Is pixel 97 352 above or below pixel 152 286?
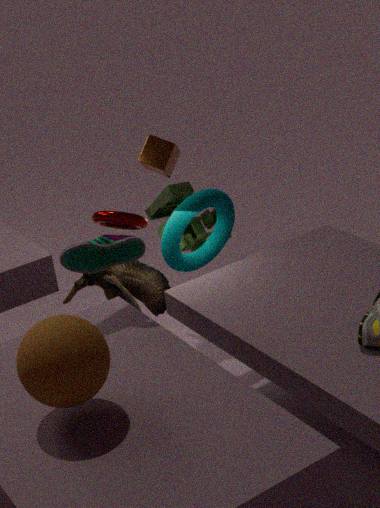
above
